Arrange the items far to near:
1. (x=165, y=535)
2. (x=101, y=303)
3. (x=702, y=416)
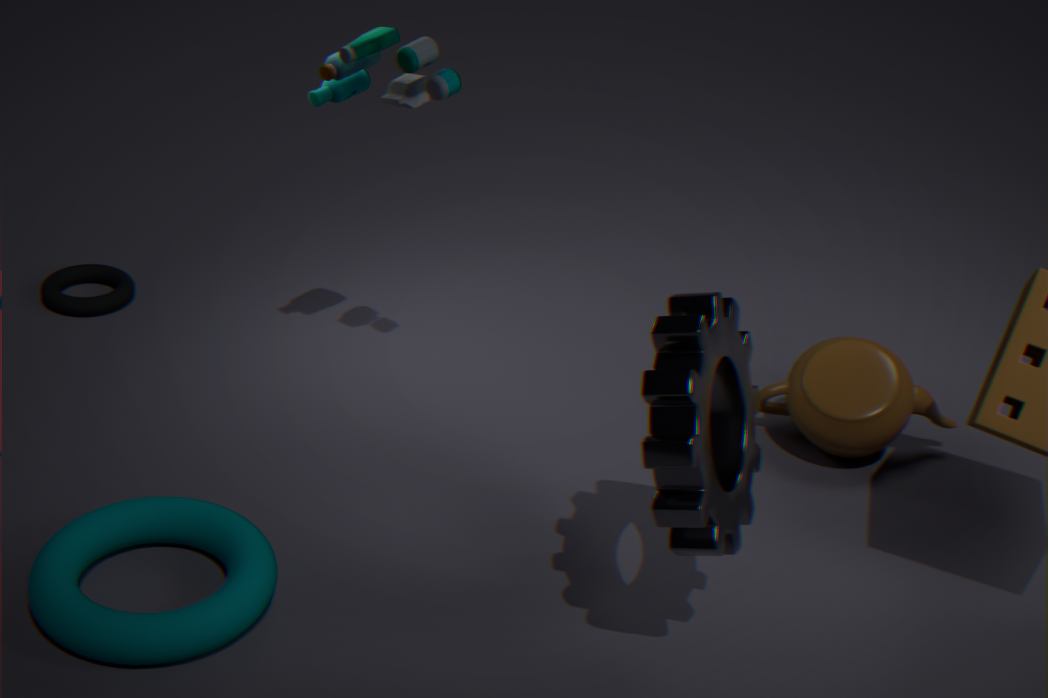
1. (x=101, y=303)
2. (x=165, y=535)
3. (x=702, y=416)
